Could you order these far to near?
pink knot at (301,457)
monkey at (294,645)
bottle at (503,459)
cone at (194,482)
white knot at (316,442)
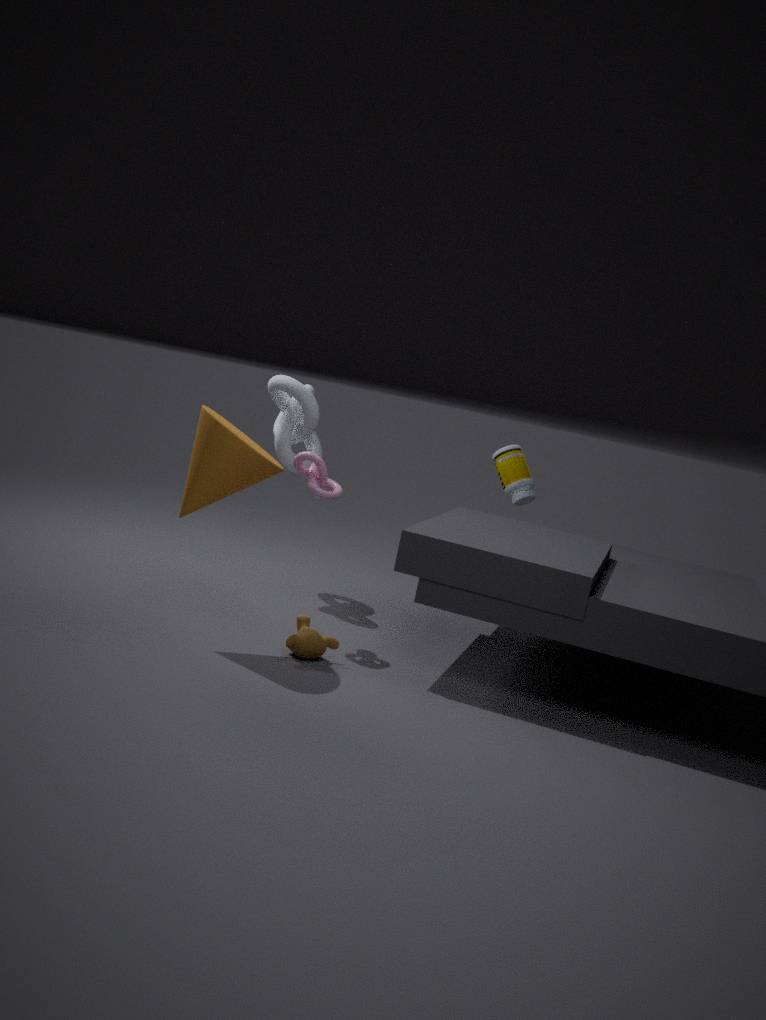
bottle at (503,459), white knot at (316,442), pink knot at (301,457), monkey at (294,645), cone at (194,482)
